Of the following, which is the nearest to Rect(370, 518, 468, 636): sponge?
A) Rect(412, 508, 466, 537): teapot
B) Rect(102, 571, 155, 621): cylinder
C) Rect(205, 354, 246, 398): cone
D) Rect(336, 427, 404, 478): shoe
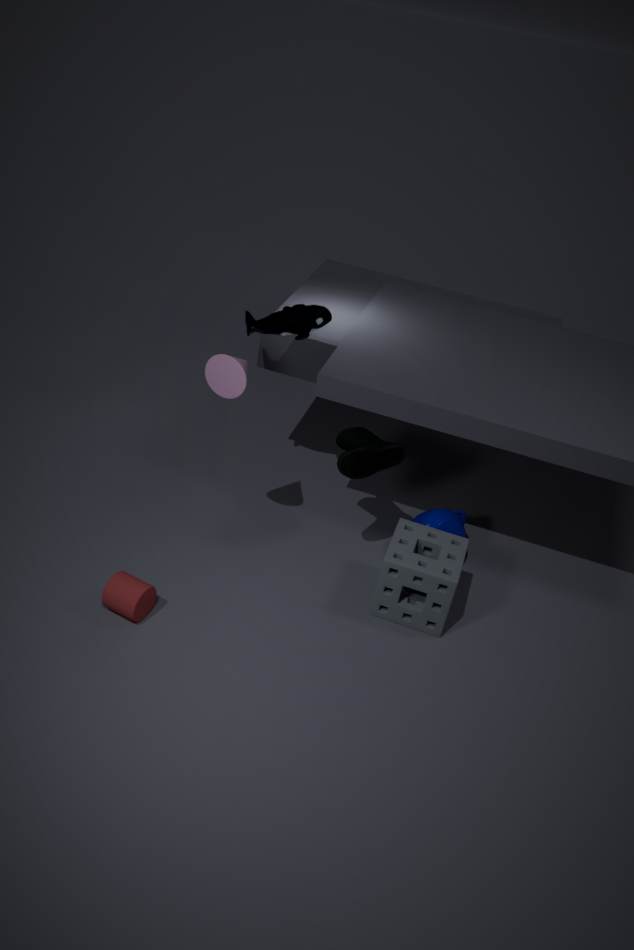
Rect(412, 508, 466, 537): teapot
